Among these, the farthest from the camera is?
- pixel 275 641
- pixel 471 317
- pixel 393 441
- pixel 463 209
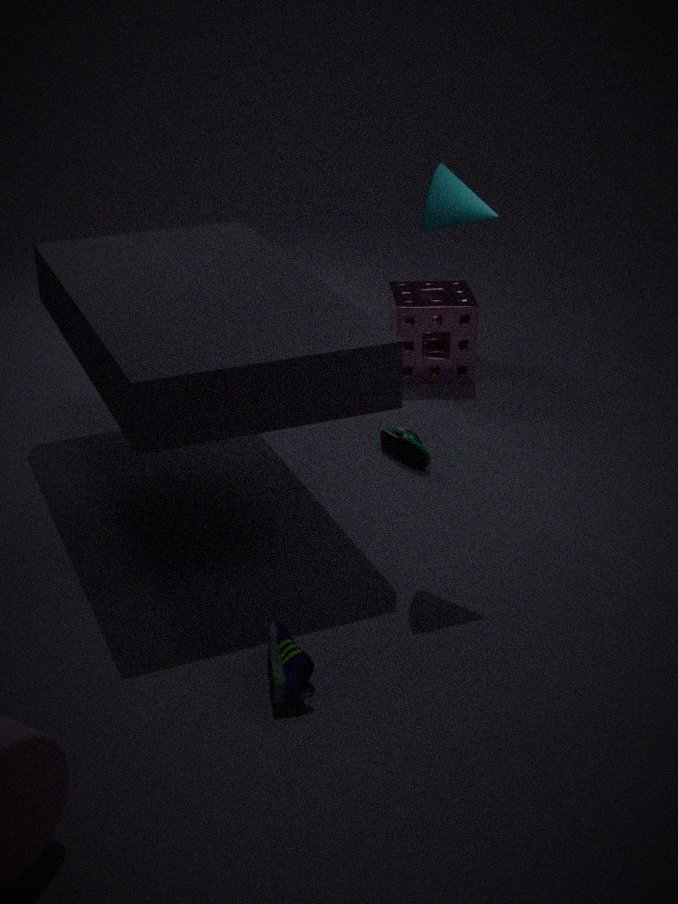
pixel 471 317
